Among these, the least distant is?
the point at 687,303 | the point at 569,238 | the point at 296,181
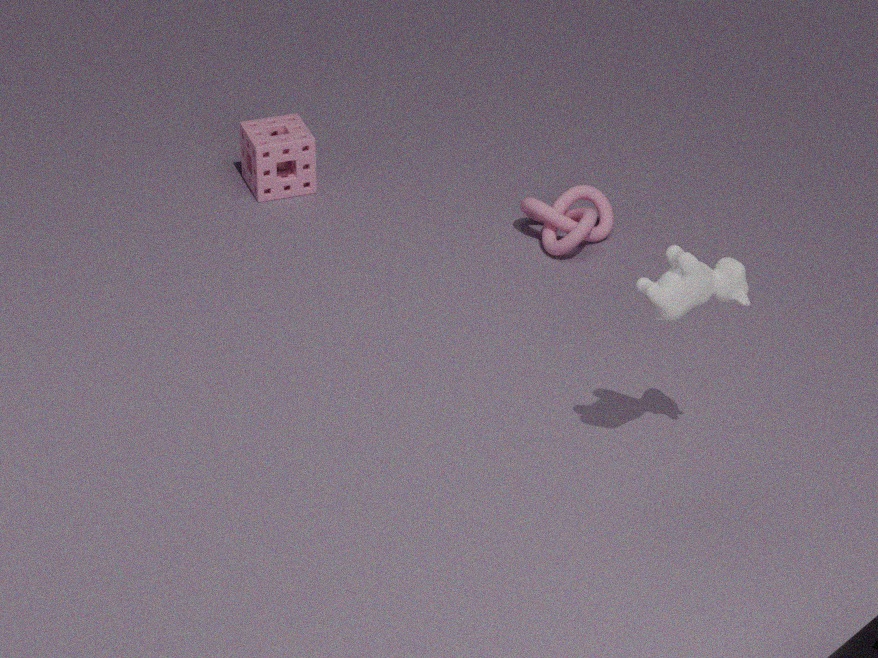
the point at 687,303
